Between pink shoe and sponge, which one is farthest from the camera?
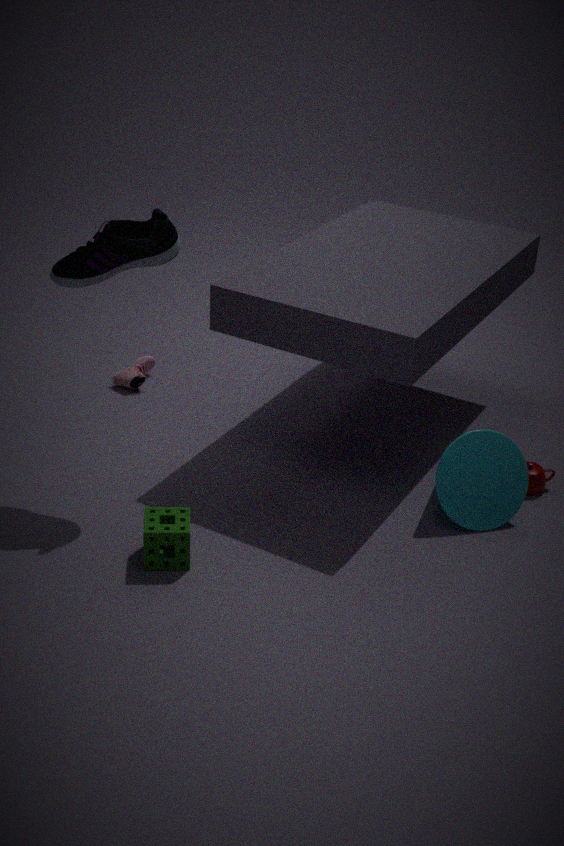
pink shoe
